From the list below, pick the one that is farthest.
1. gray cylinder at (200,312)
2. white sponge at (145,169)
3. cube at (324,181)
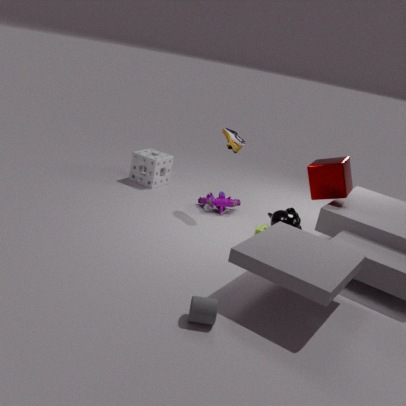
white sponge at (145,169)
